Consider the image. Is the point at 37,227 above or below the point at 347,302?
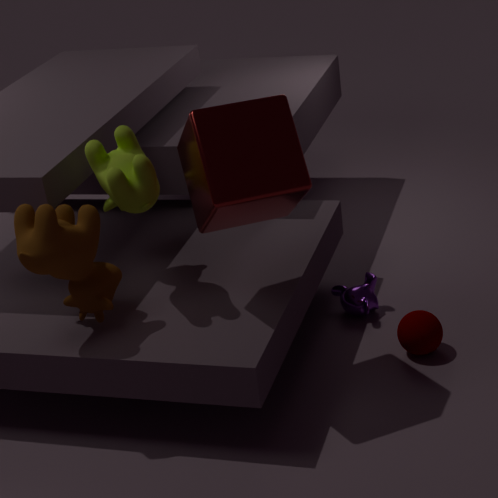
above
